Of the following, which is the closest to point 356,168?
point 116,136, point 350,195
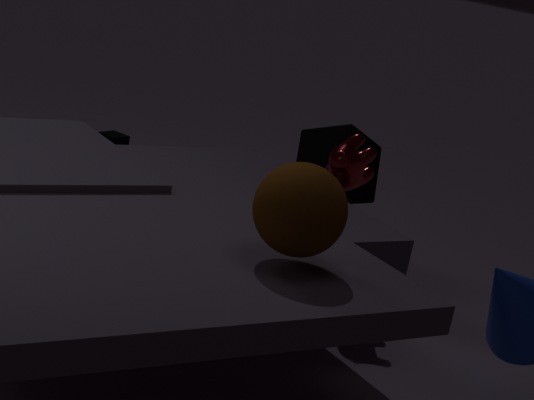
point 350,195
